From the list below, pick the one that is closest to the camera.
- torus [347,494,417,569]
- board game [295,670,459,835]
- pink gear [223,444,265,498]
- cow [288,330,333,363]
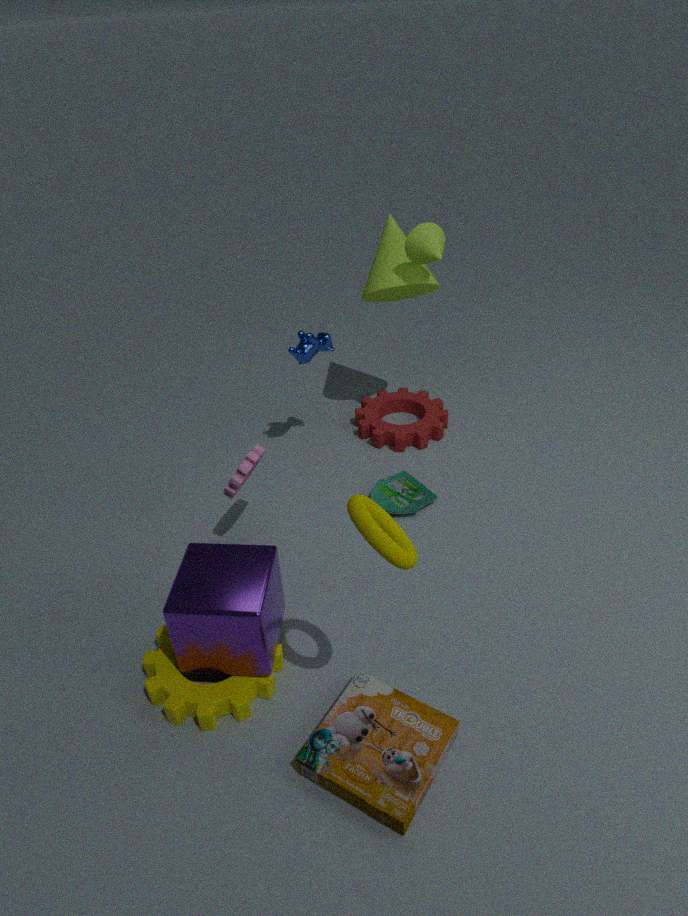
torus [347,494,417,569]
